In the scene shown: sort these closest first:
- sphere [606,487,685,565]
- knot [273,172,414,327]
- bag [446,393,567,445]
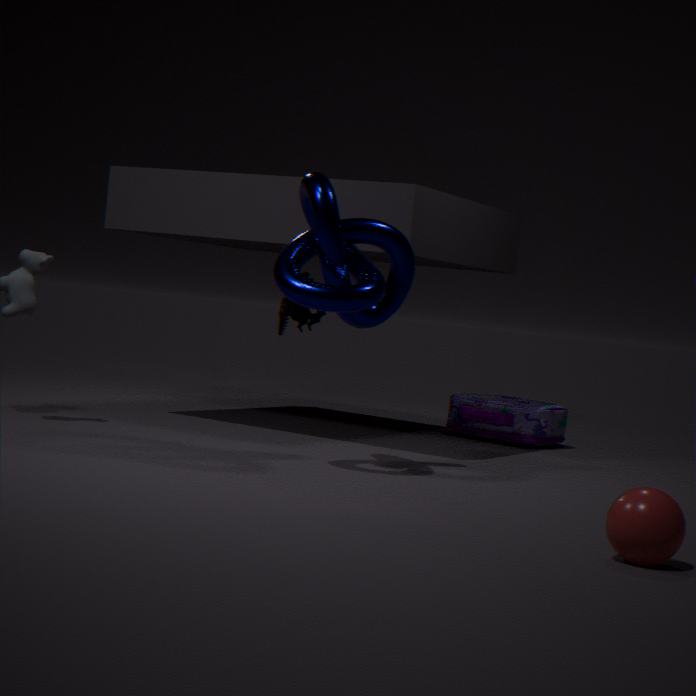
sphere [606,487,685,565] < knot [273,172,414,327] < bag [446,393,567,445]
